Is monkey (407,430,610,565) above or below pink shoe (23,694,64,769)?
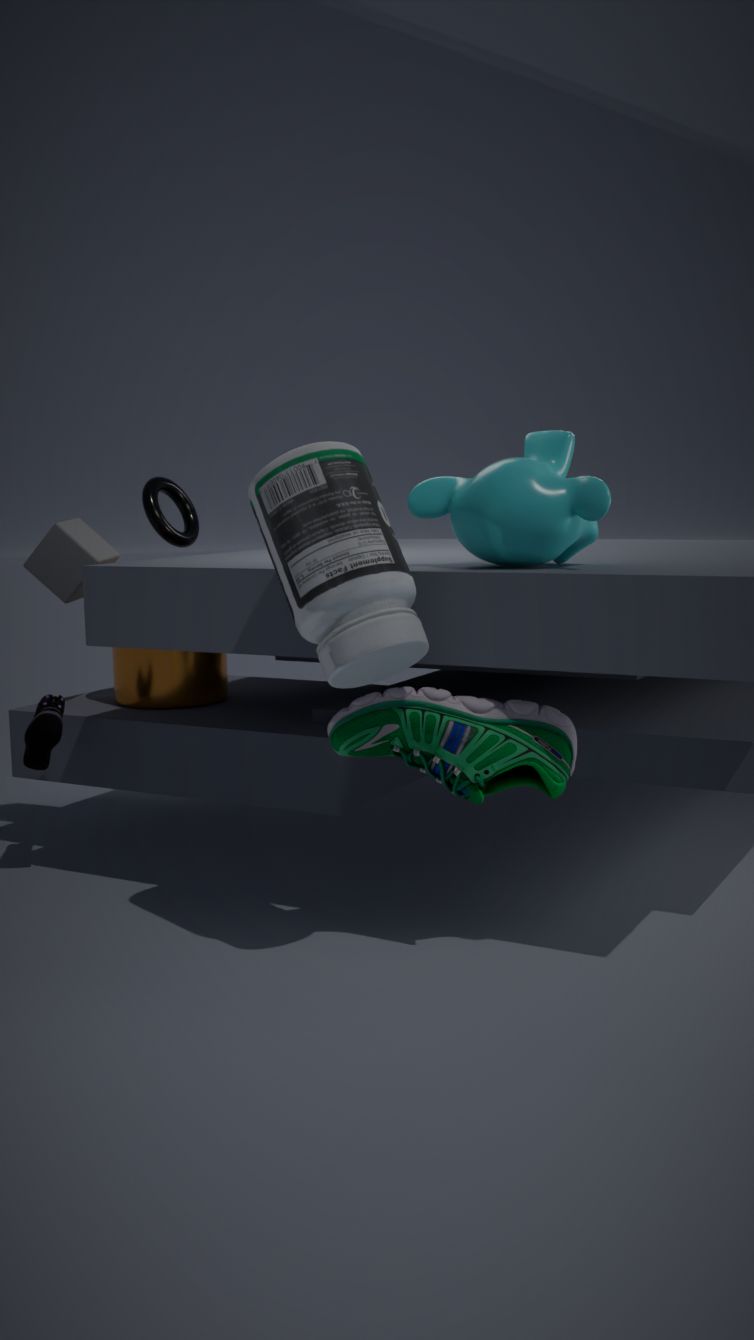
above
